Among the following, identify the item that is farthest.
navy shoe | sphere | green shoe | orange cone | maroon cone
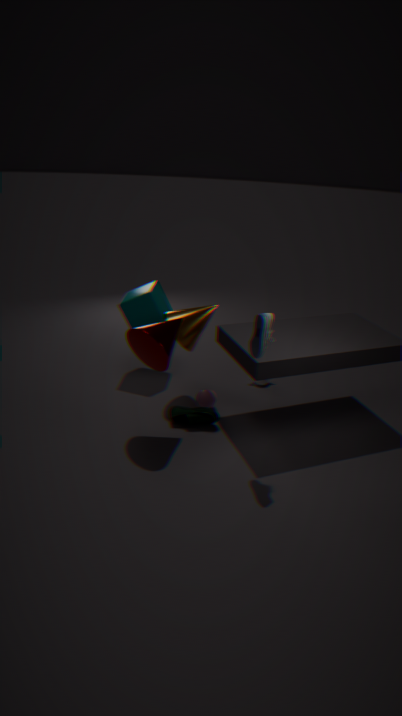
sphere
